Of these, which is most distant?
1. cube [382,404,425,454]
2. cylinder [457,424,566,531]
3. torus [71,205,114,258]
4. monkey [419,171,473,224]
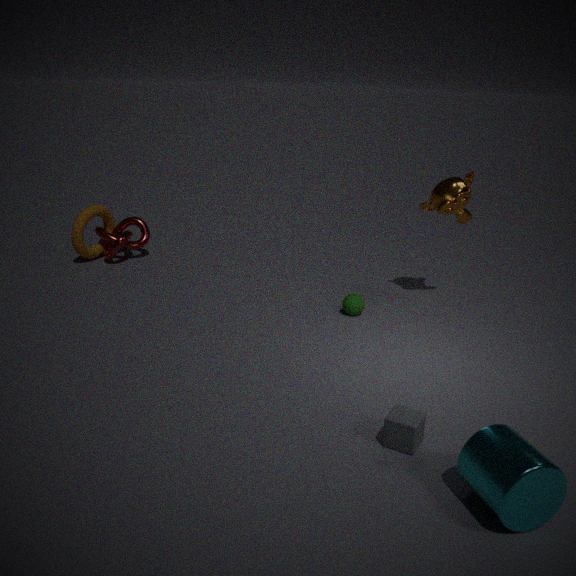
torus [71,205,114,258]
